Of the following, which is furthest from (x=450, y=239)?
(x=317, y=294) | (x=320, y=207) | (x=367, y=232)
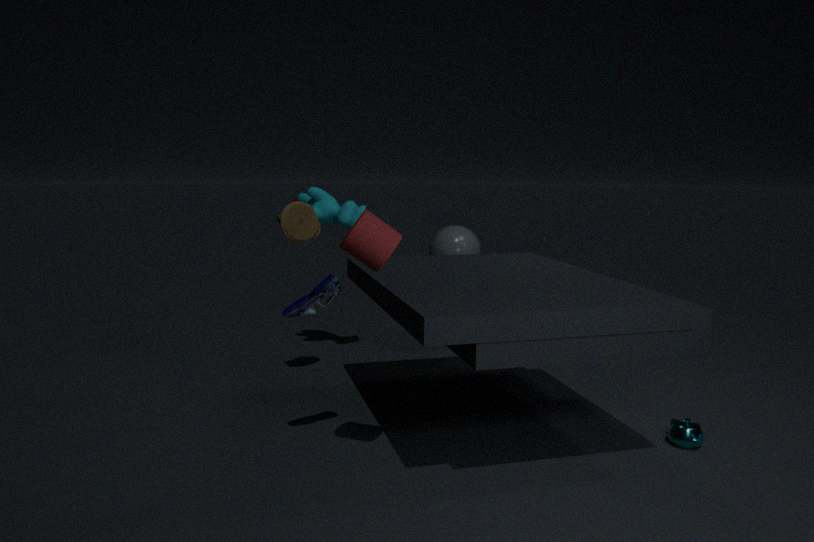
(x=367, y=232)
